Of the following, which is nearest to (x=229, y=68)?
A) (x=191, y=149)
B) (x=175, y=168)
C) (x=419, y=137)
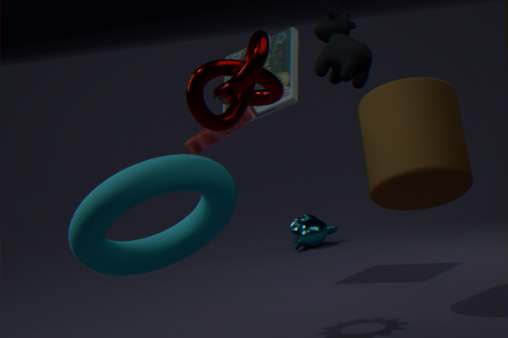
(x=175, y=168)
